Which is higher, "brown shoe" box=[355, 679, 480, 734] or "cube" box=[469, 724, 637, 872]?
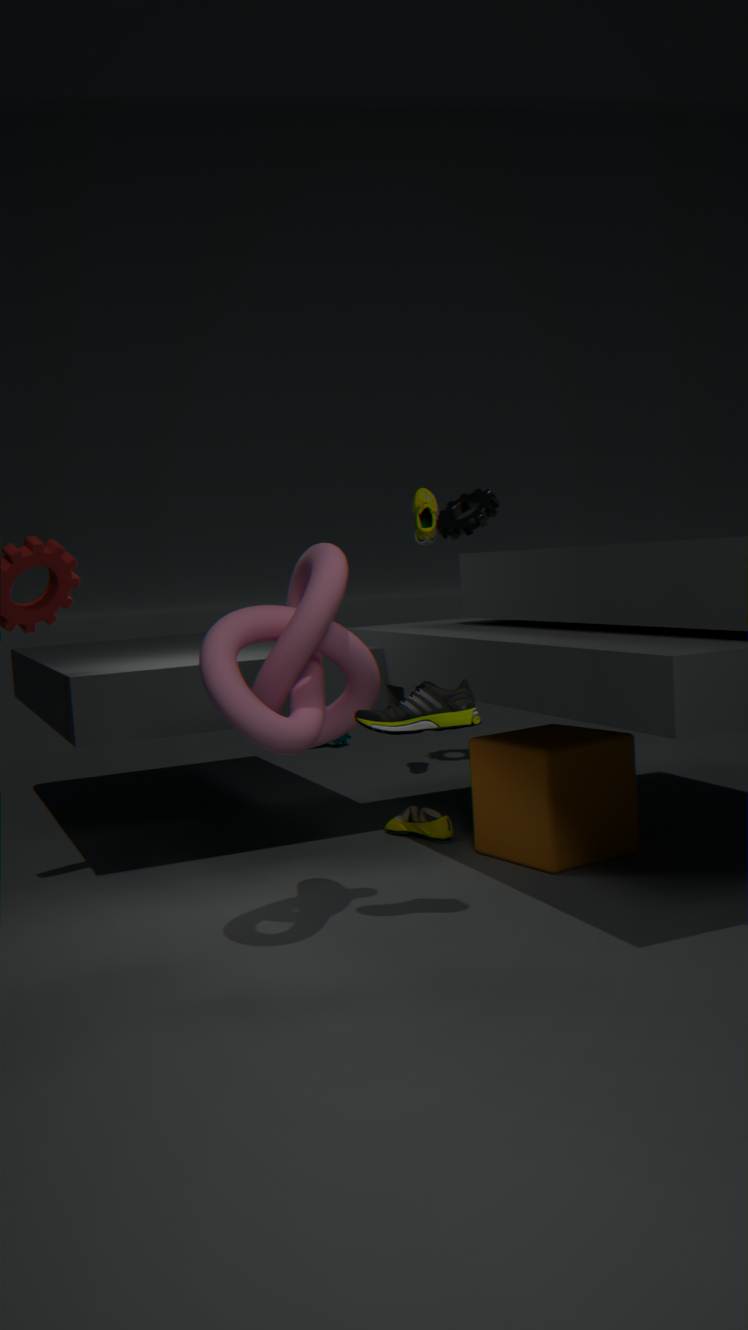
"brown shoe" box=[355, 679, 480, 734]
